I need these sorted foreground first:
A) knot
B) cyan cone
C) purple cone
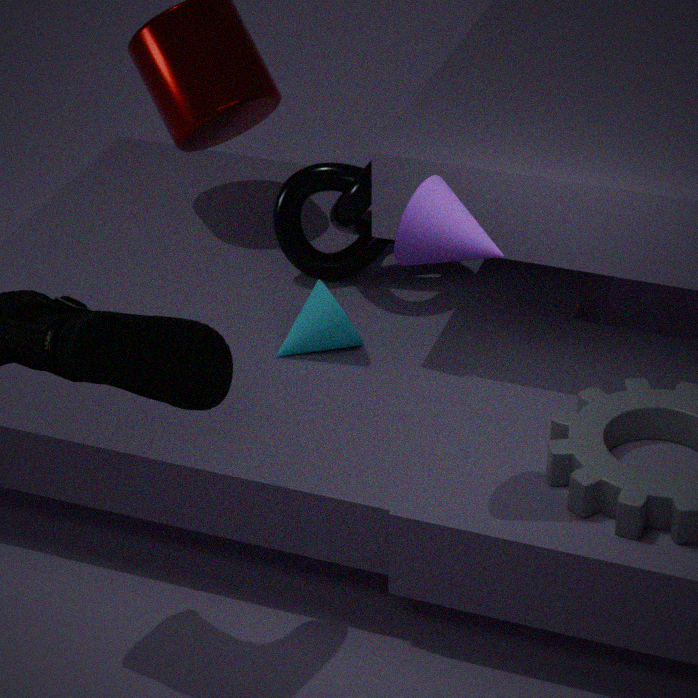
purple cone → cyan cone → knot
